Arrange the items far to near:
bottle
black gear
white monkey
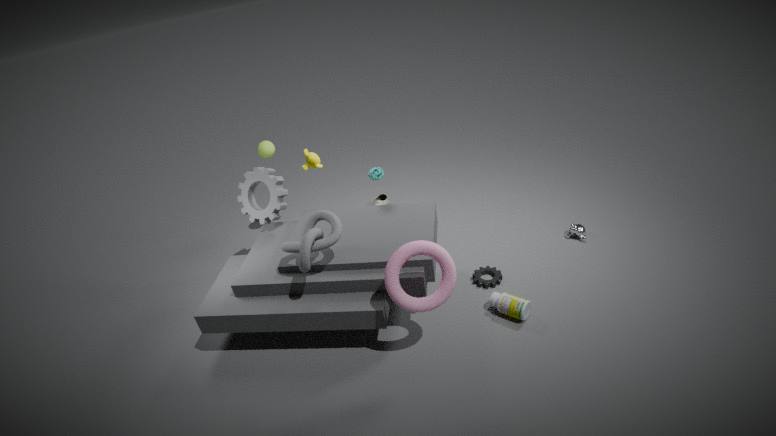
white monkey
black gear
bottle
